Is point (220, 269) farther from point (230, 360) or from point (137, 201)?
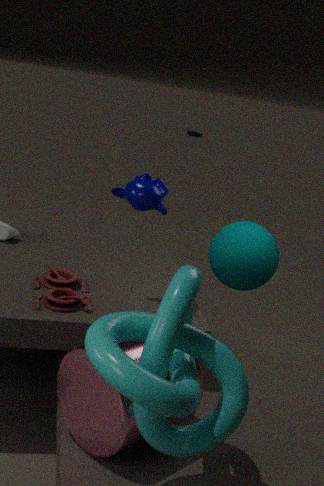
point (230, 360)
